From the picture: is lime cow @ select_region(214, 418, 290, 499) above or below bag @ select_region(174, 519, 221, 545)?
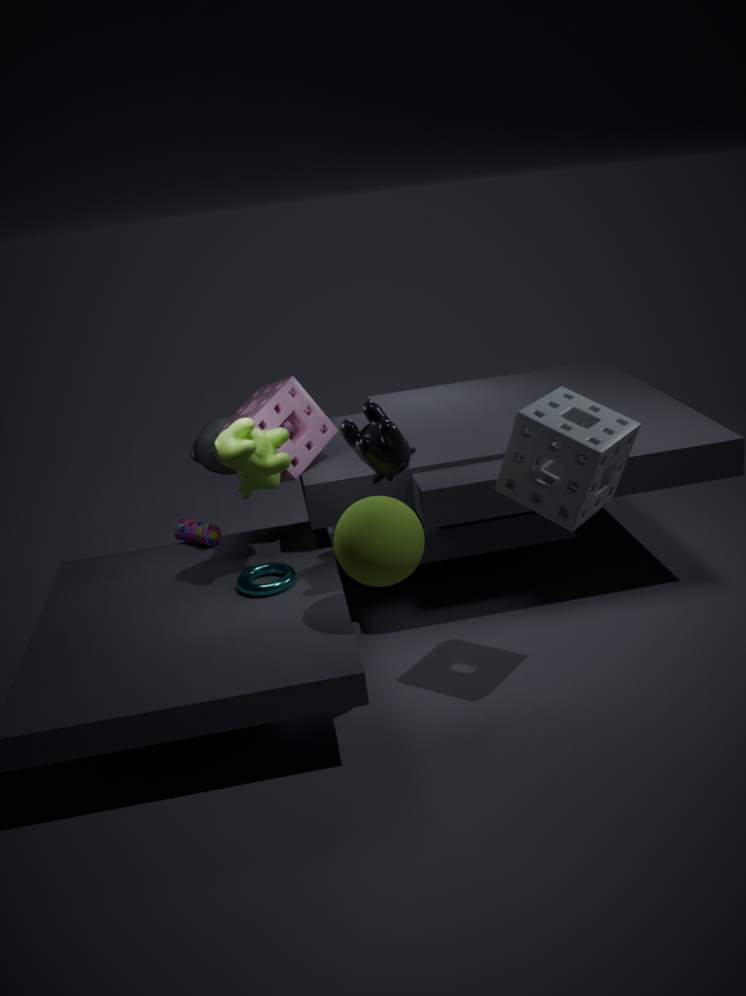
above
